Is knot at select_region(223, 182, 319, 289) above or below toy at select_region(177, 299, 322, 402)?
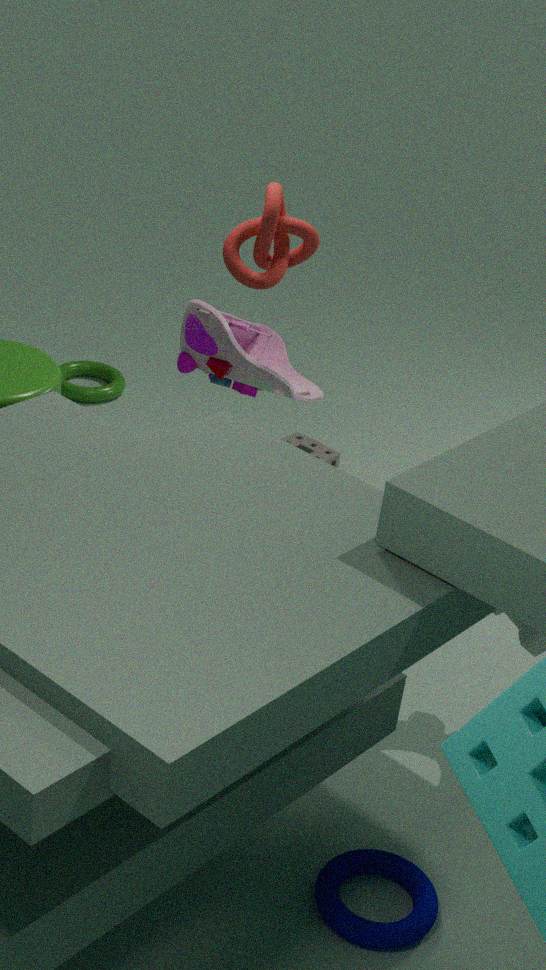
above
